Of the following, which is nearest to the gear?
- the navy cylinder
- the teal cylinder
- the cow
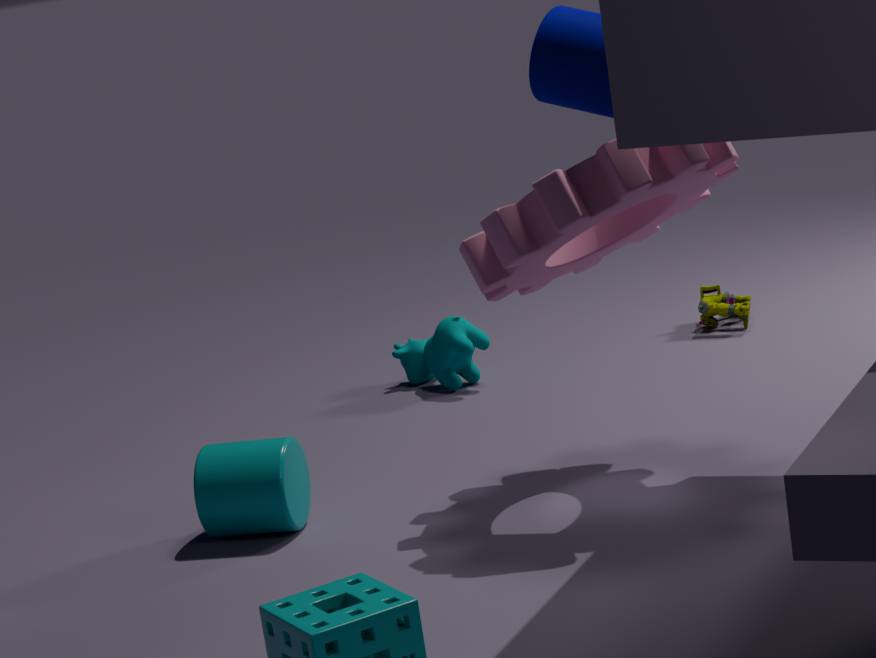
the navy cylinder
